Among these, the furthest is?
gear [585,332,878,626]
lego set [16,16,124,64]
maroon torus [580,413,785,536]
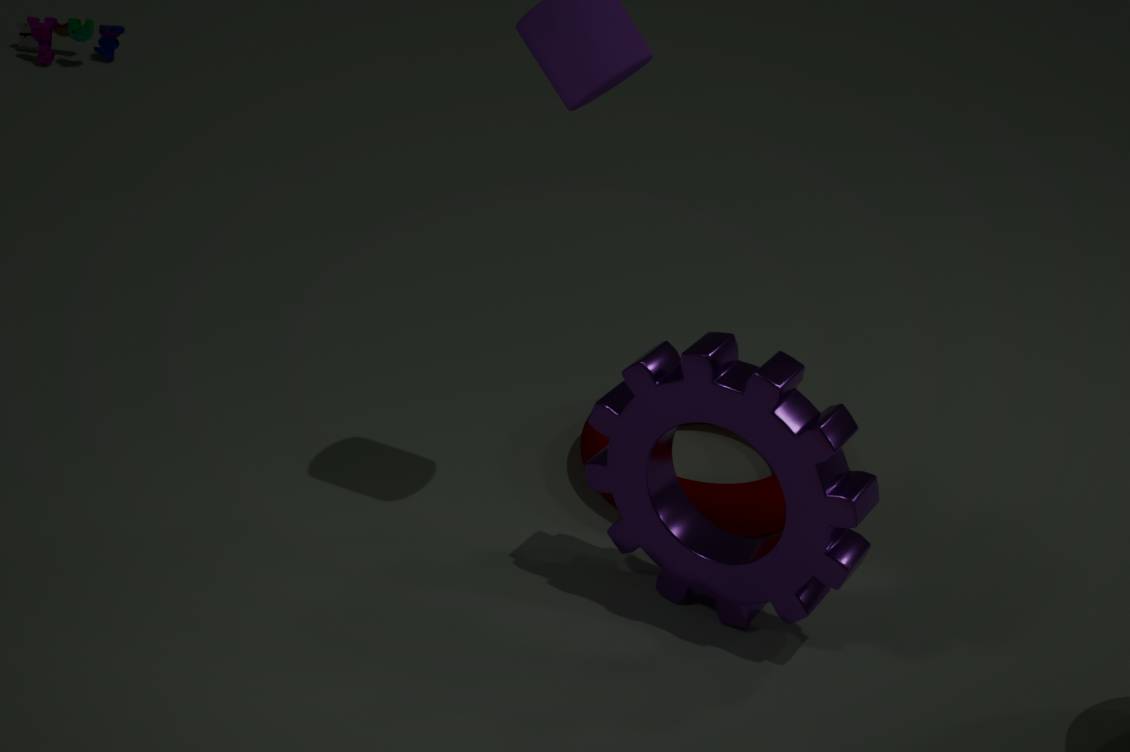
lego set [16,16,124,64]
